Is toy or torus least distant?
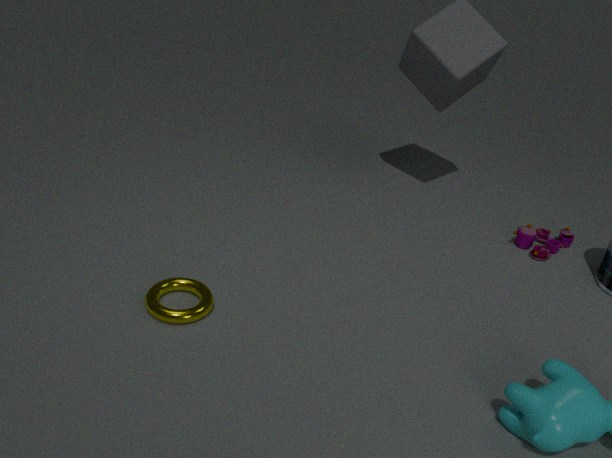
torus
